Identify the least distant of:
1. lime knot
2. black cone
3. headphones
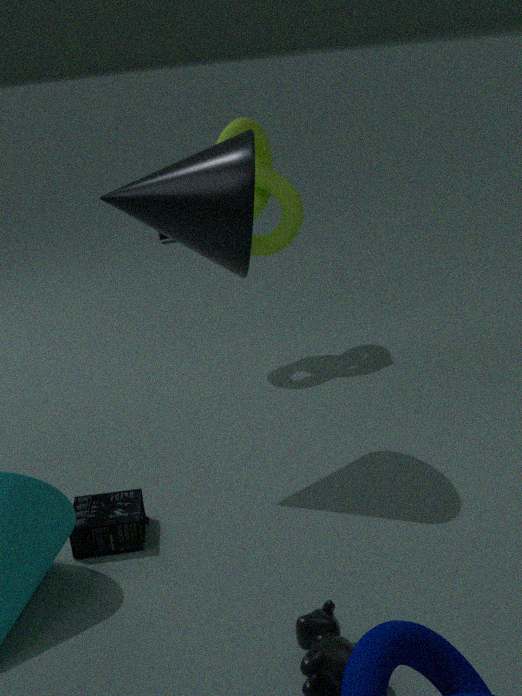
headphones
